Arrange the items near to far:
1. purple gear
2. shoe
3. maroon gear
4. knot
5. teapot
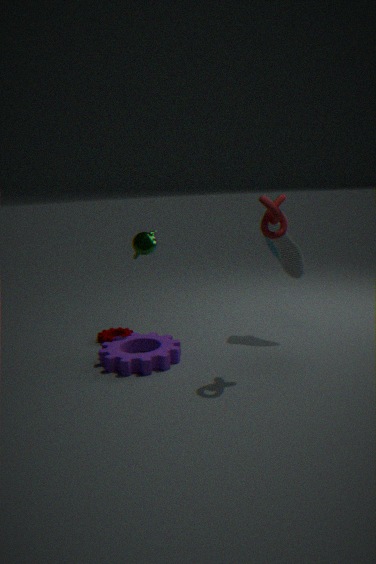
knot, purple gear, teapot, shoe, maroon gear
